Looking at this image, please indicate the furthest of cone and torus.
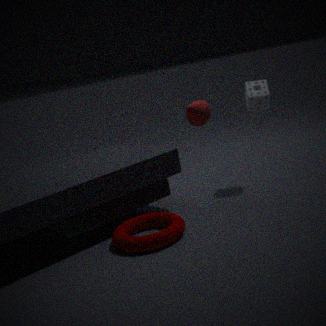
cone
